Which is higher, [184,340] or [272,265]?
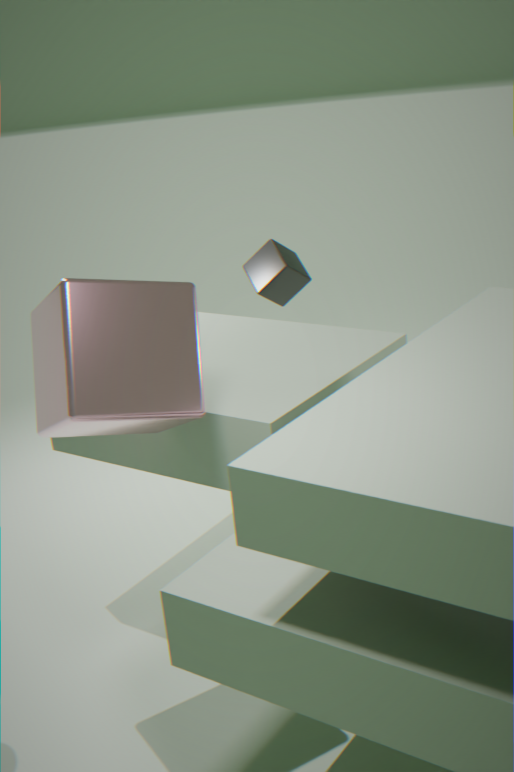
[184,340]
